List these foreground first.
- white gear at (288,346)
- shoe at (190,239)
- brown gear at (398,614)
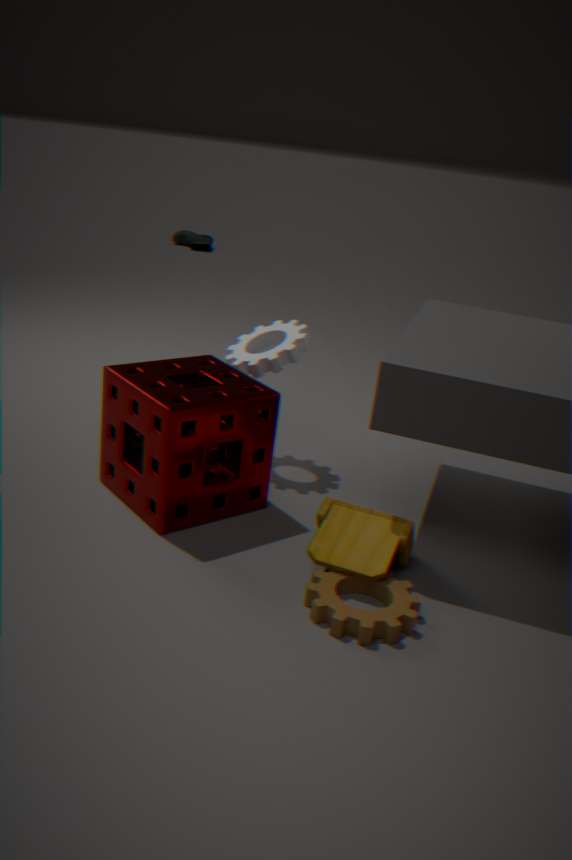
brown gear at (398,614), white gear at (288,346), shoe at (190,239)
